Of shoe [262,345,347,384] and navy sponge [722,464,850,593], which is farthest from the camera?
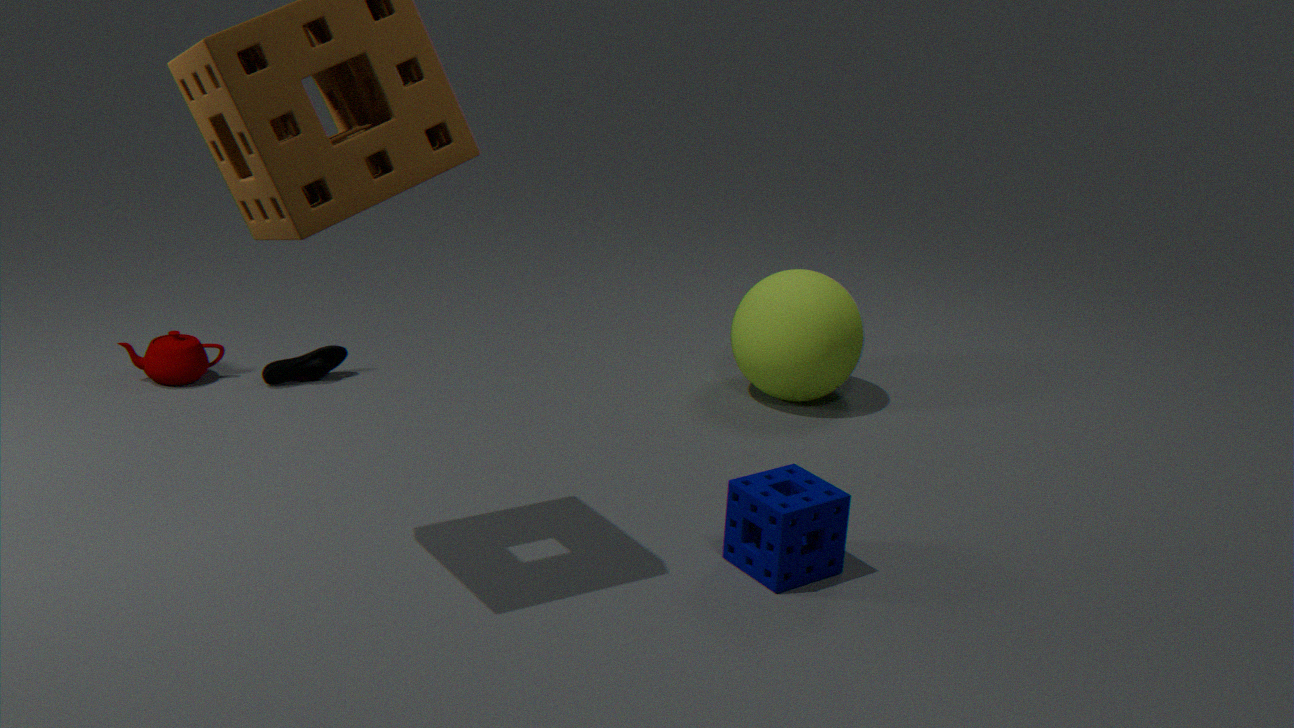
shoe [262,345,347,384]
